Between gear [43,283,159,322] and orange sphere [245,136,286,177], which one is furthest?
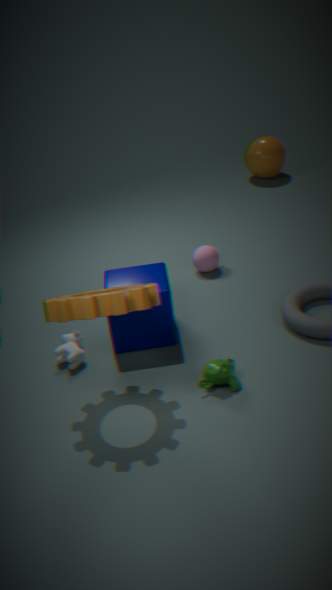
orange sphere [245,136,286,177]
